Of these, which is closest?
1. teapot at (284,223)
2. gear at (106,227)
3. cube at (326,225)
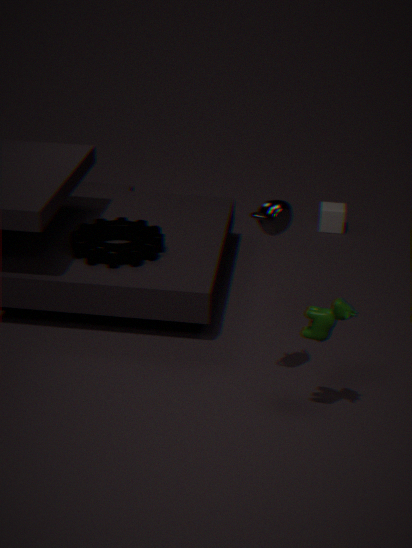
teapot at (284,223)
